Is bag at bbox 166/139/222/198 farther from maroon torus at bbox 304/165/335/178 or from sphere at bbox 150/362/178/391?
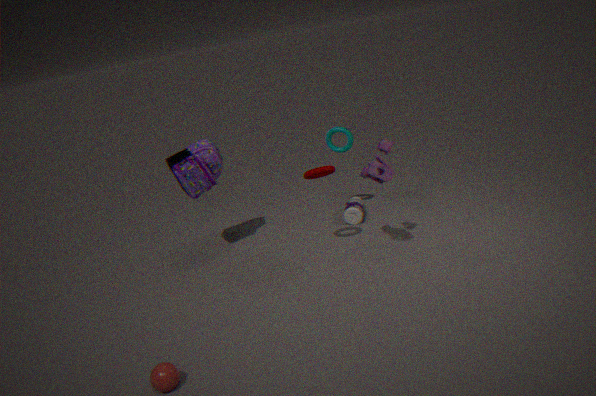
sphere at bbox 150/362/178/391
